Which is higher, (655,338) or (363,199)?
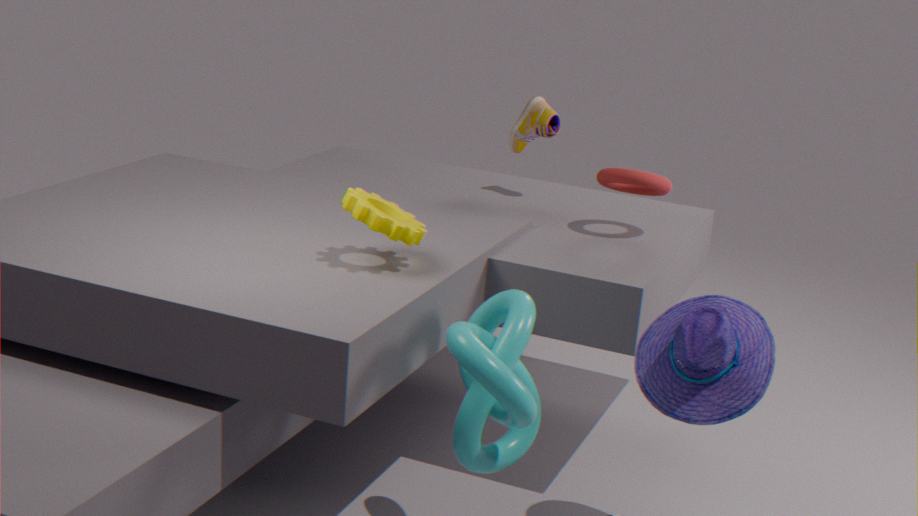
(363,199)
